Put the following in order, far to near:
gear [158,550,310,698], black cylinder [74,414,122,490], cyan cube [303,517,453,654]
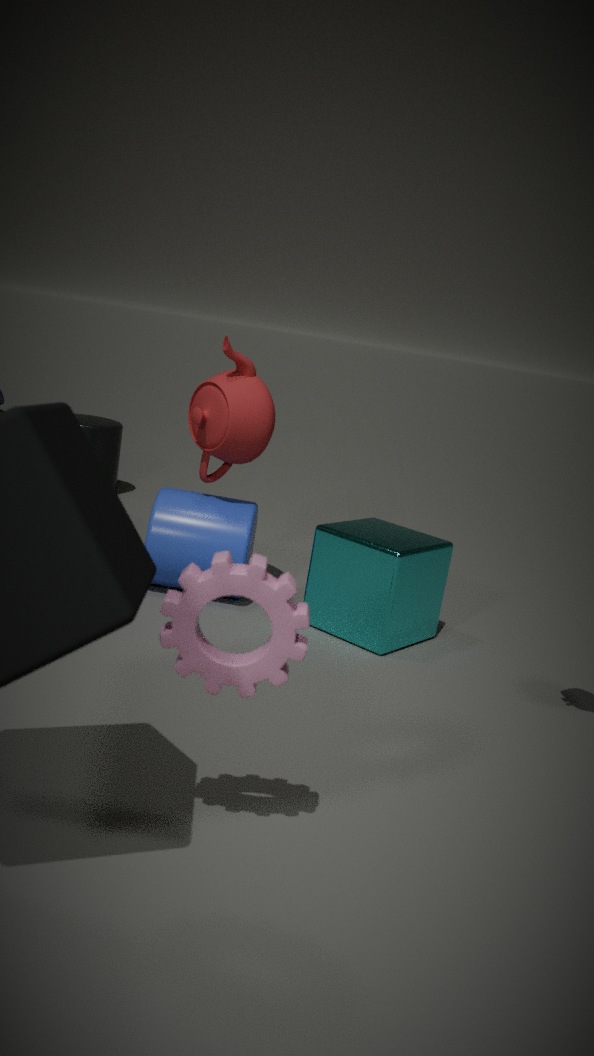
black cylinder [74,414,122,490] < cyan cube [303,517,453,654] < gear [158,550,310,698]
